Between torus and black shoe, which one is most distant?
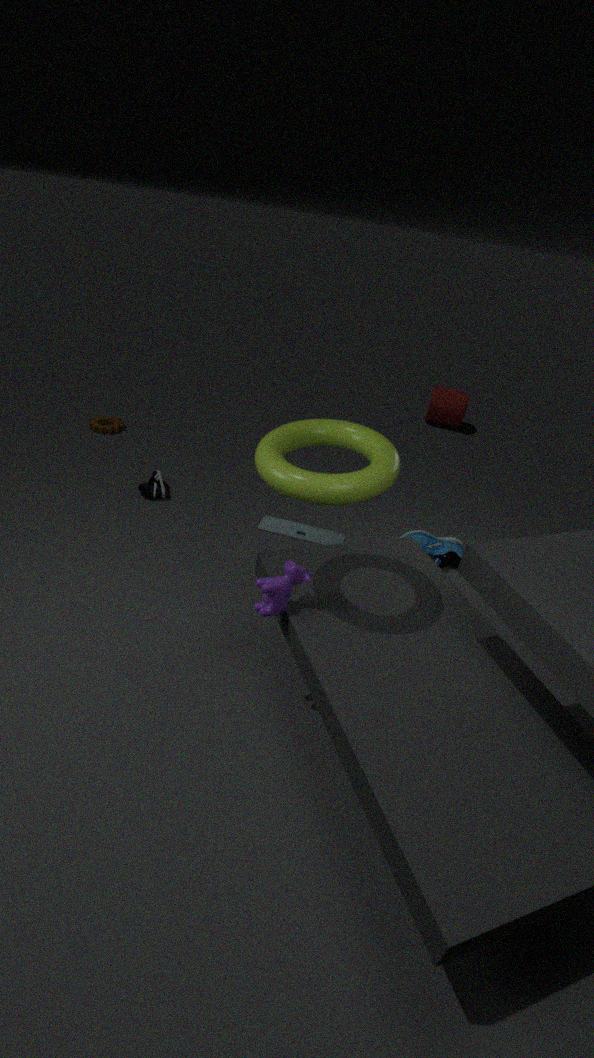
black shoe
